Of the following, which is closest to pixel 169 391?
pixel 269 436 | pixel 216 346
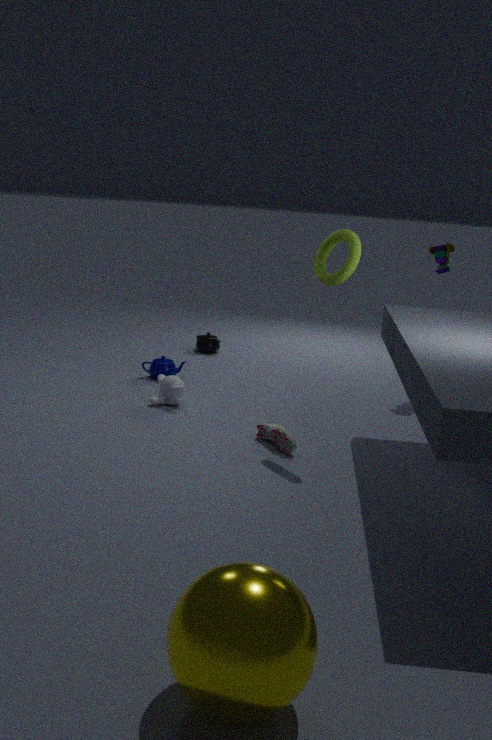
pixel 269 436
